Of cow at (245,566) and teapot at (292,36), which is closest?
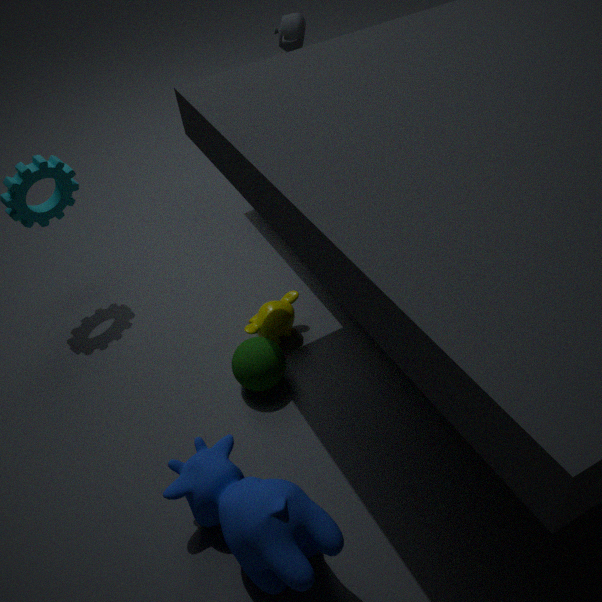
cow at (245,566)
